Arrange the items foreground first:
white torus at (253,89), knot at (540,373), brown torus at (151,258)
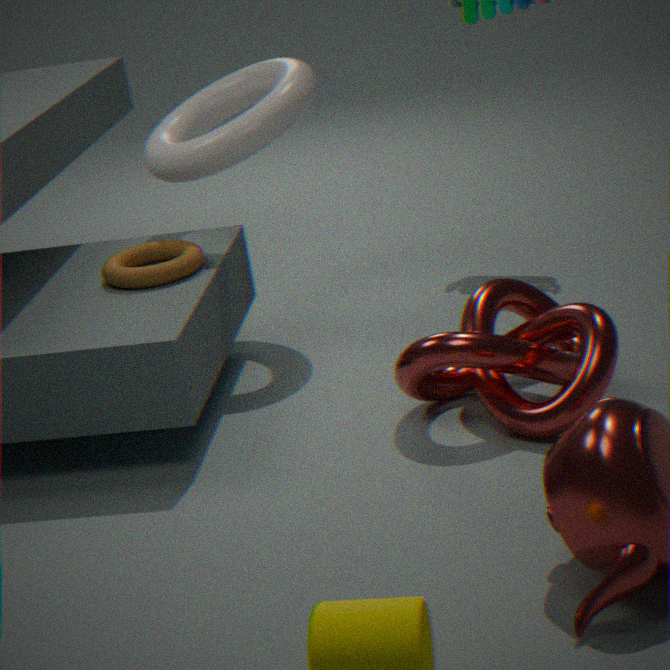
knot at (540,373), brown torus at (151,258), white torus at (253,89)
